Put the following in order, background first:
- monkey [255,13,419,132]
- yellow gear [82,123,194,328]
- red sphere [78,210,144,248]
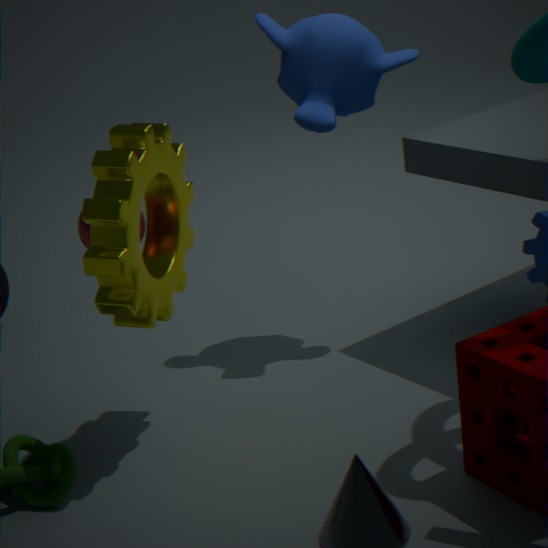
monkey [255,13,419,132] → red sphere [78,210,144,248] → yellow gear [82,123,194,328]
